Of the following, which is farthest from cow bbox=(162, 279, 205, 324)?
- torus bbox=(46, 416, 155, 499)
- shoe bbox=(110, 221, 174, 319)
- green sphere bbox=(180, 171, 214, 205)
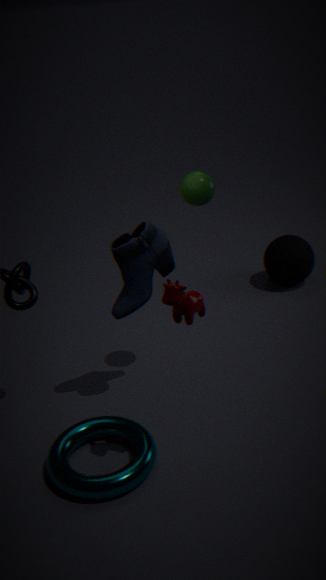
torus bbox=(46, 416, 155, 499)
